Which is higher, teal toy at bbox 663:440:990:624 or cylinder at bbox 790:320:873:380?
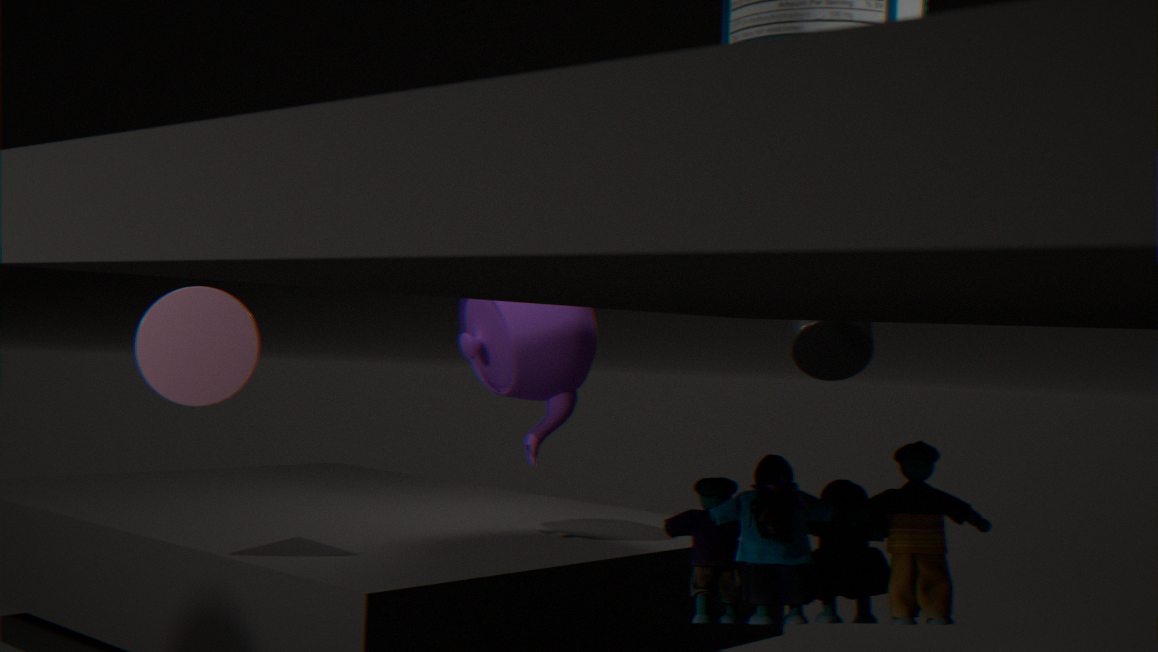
cylinder at bbox 790:320:873:380
